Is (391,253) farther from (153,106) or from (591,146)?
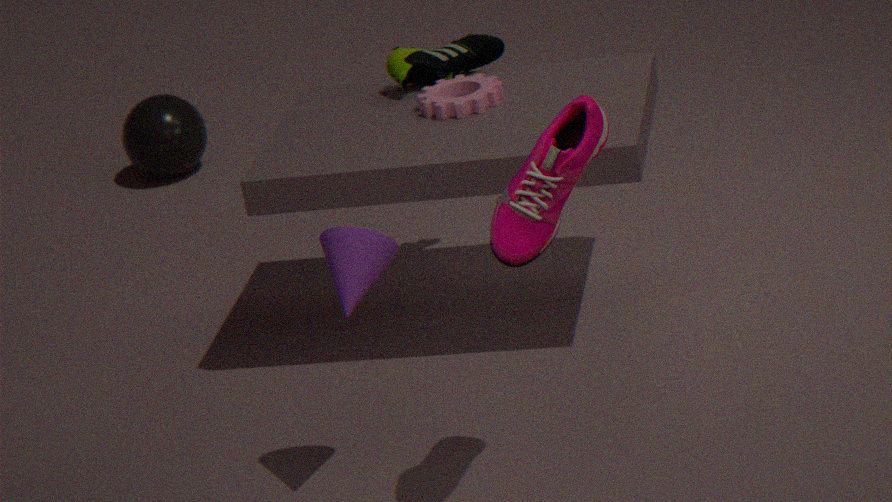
(153,106)
